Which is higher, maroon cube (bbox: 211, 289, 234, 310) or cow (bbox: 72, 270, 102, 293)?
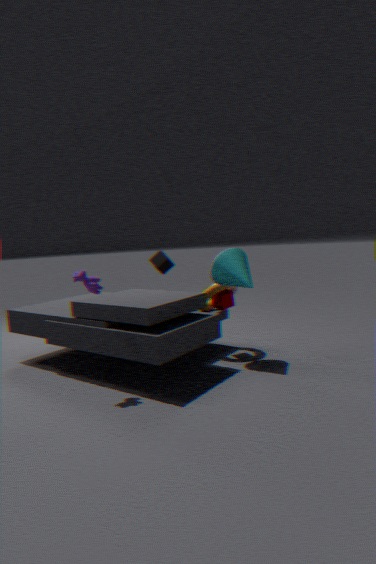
cow (bbox: 72, 270, 102, 293)
